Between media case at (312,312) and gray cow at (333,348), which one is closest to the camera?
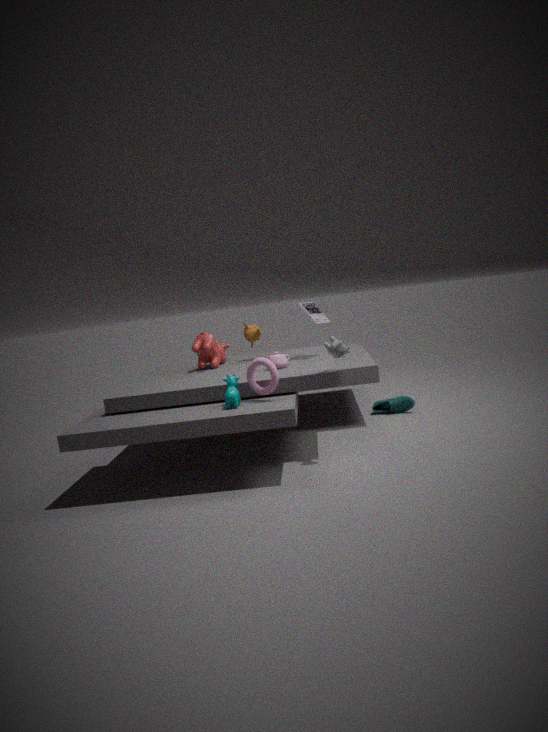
gray cow at (333,348)
